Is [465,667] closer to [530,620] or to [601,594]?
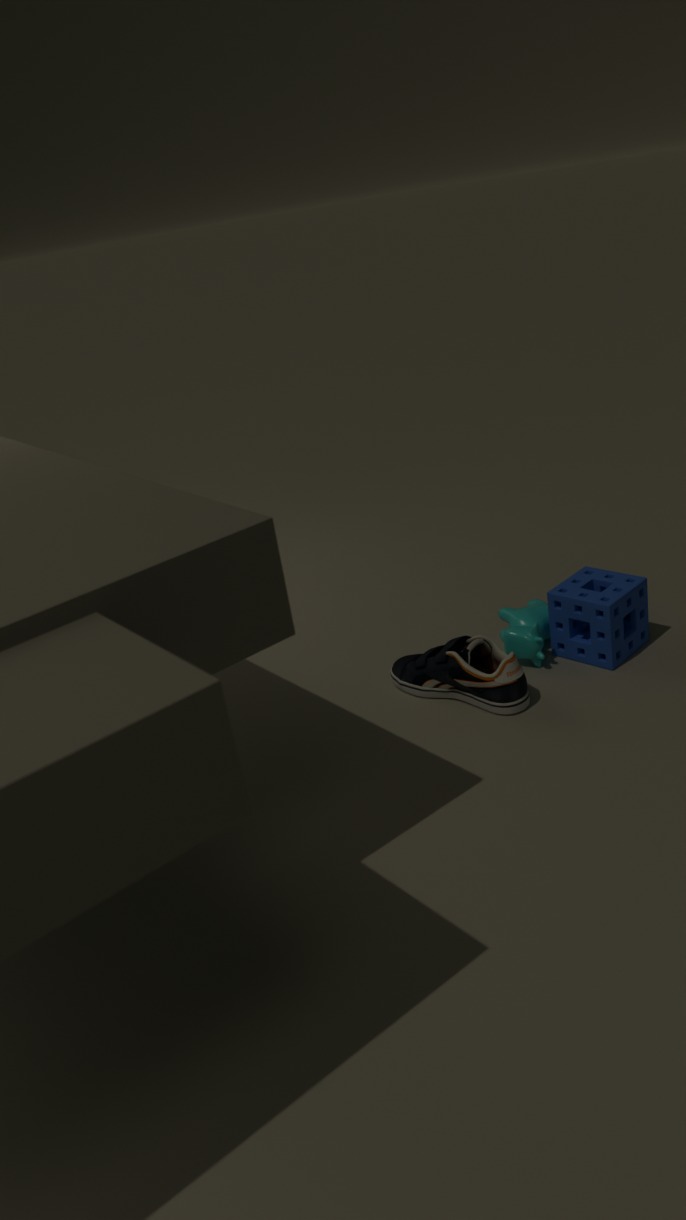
[530,620]
